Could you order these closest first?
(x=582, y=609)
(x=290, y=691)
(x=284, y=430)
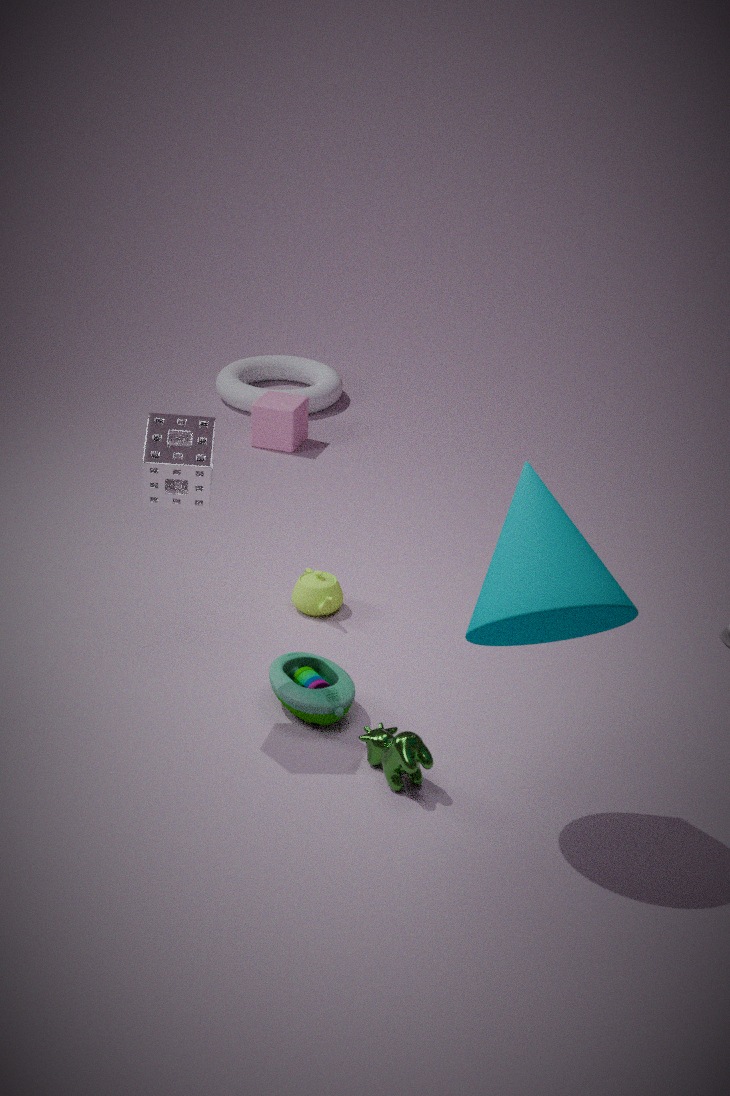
(x=582, y=609)
(x=290, y=691)
(x=284, y=430)
